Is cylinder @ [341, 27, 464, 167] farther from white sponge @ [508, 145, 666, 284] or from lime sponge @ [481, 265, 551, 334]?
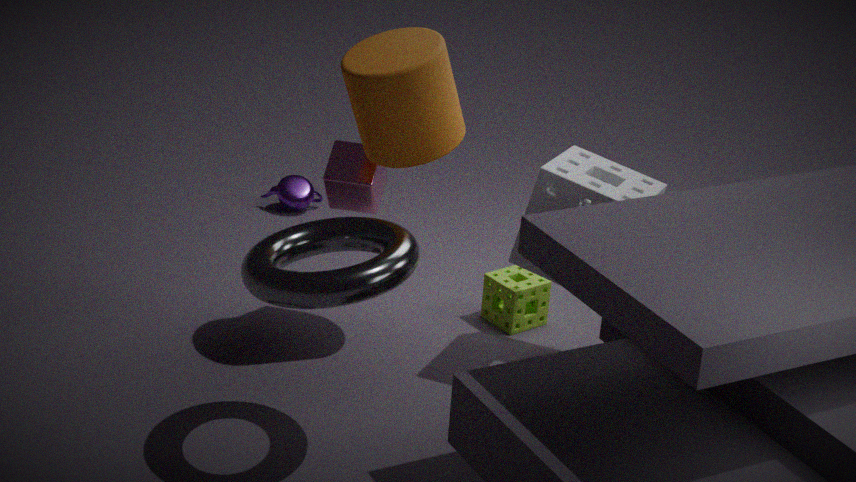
lime sponge @ [481, 265, 551, 334]
